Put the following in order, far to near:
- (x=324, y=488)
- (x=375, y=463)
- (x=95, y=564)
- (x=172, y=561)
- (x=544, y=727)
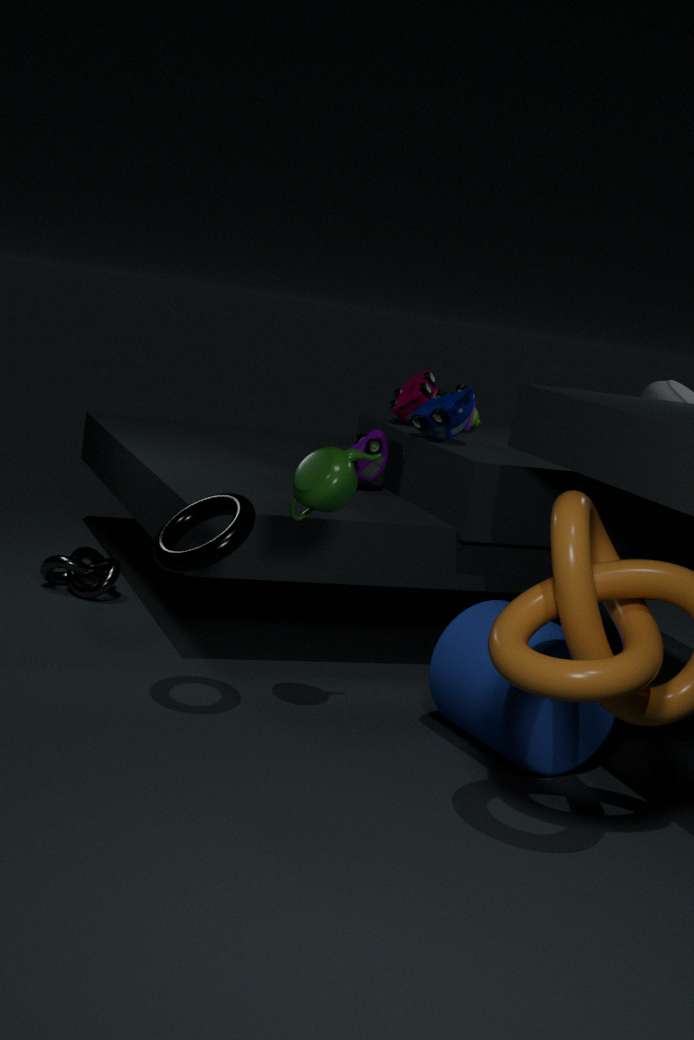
1. (x=95, y=564)
2. (x=375, y=463)
3. (x=544, y=727)
4. (x=324, y=488)
5. (x=172, y=561)
